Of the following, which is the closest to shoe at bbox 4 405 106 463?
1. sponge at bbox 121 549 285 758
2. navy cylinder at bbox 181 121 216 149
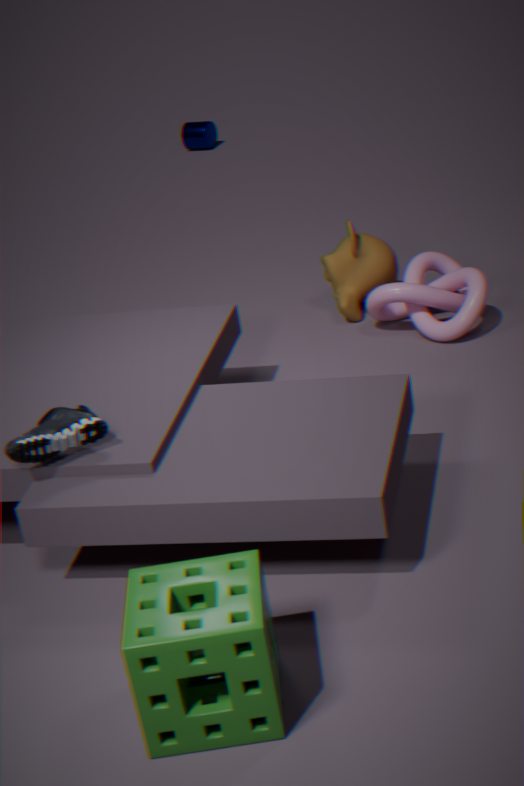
sponge at bbox 121 549 285 758
